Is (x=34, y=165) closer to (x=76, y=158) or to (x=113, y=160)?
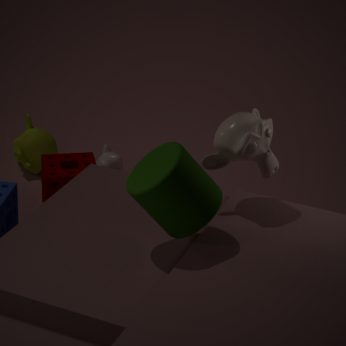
(x=113, y=160)
